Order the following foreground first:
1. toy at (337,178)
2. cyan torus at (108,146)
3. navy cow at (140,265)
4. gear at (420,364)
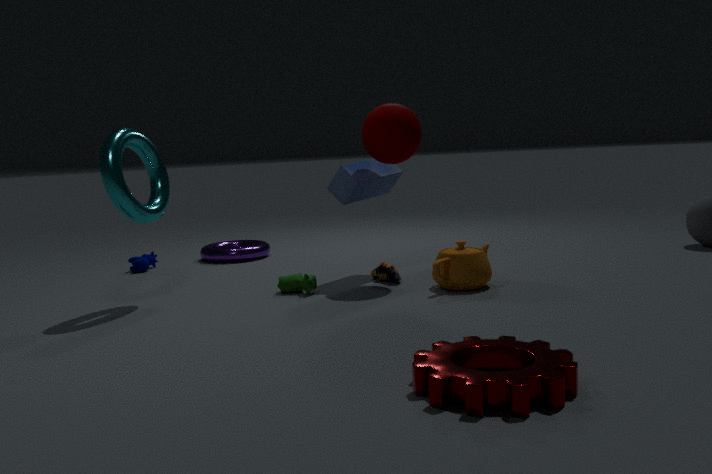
gear at (420,364), cyan torus at (108,146), toy at (337,178), navy cow at (140,265)
